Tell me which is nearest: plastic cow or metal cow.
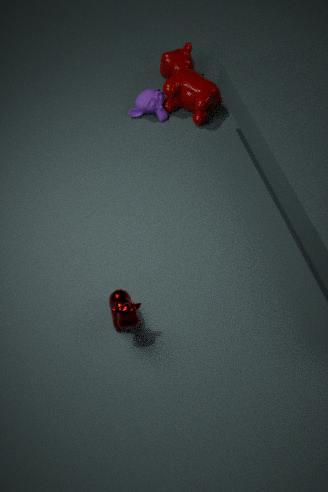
metal cow
